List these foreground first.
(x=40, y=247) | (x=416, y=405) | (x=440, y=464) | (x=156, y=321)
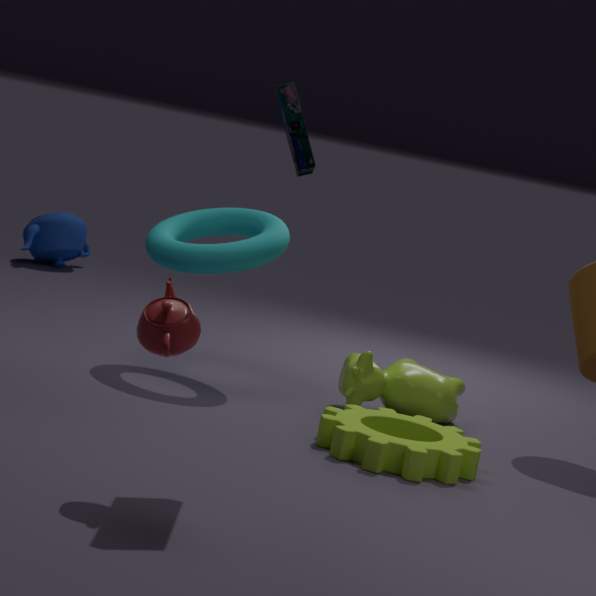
(x=156, y=321)
(x=440, y=464)
(x=416, y=405)
(x=40, y=247)
